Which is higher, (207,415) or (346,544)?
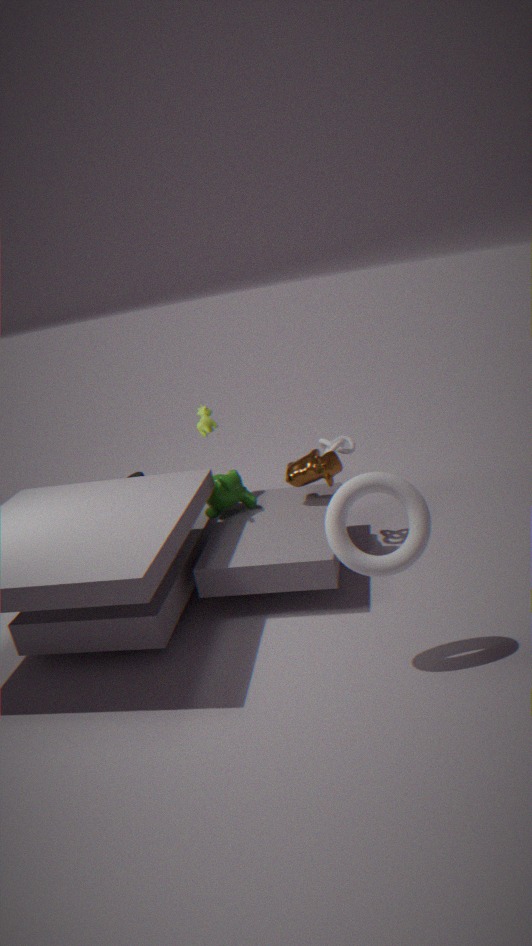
(207,415)
